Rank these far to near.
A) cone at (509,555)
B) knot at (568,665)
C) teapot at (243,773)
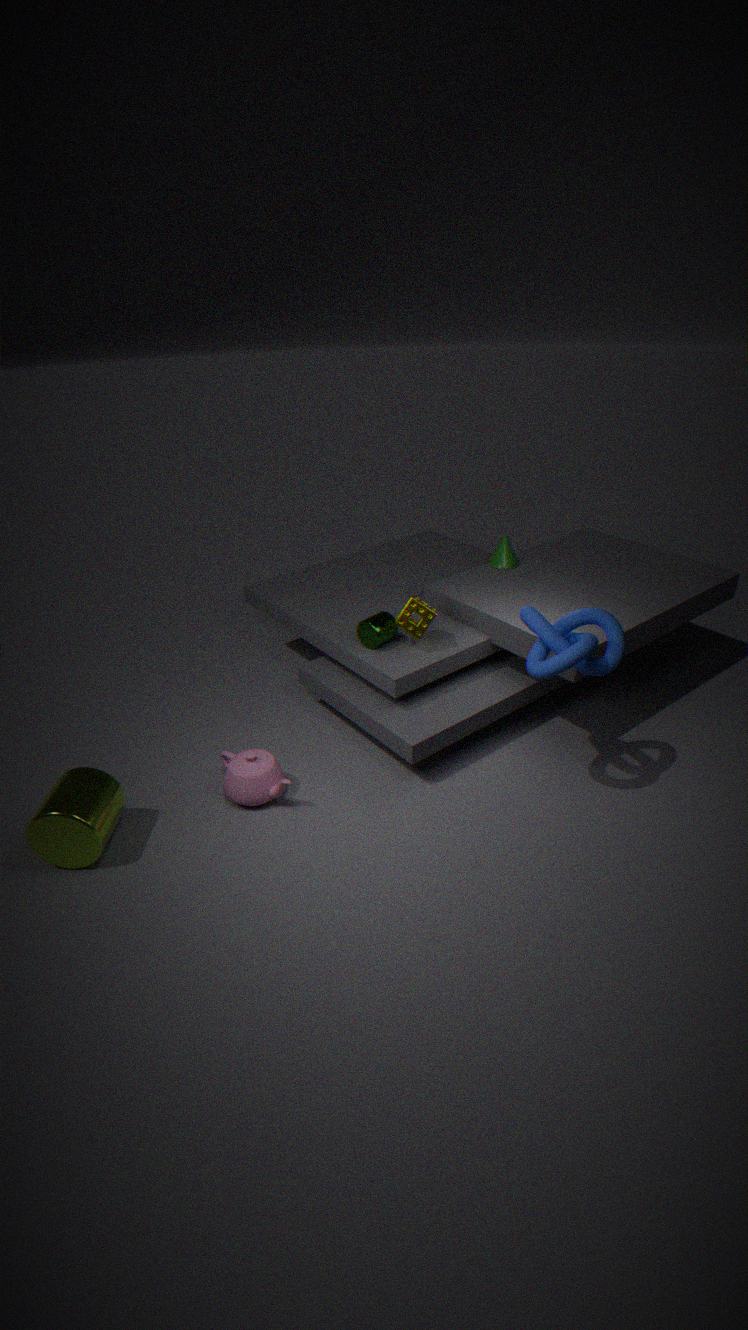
1. cone at (509,555)
2. teapot at (243,773)
3. knot at (568,665)
